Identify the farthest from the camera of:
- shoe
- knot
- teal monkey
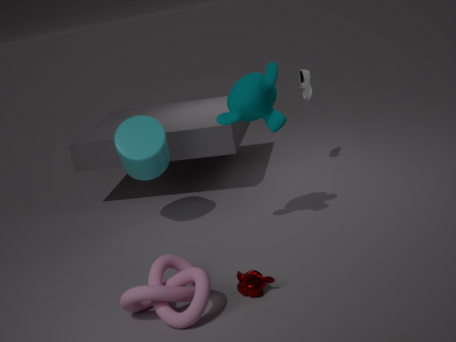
shoe
